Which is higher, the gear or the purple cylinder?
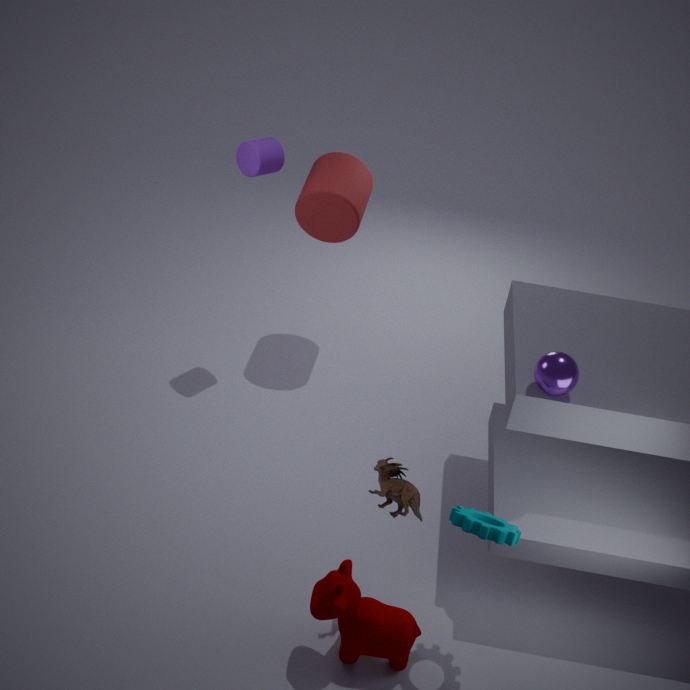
the purple cylinder
